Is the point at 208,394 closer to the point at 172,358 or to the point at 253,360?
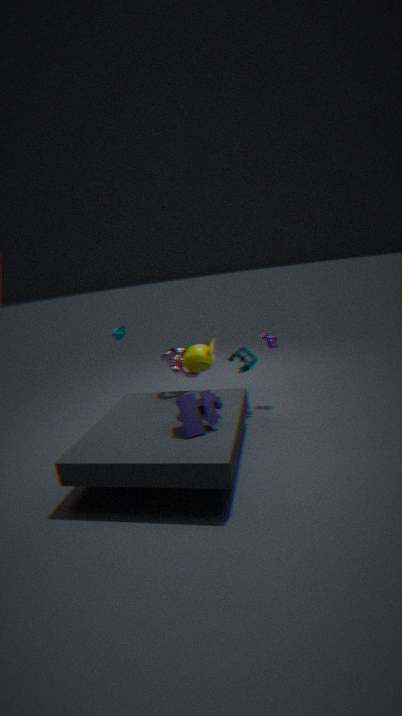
the point at 172,358
